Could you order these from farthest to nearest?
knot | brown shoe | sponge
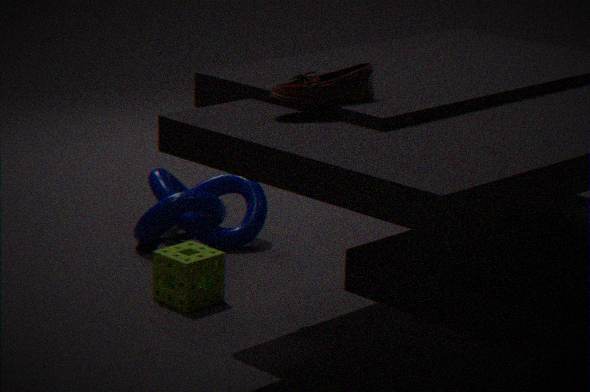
knot
sponge
brown shoe
